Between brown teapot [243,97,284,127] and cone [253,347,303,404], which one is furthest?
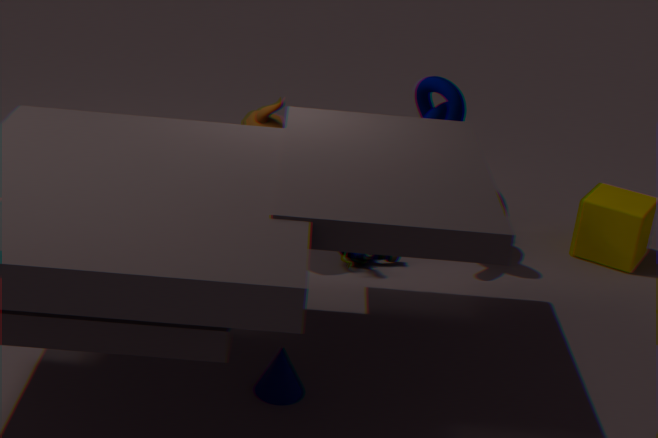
brown teapot [243,97,284,127]
